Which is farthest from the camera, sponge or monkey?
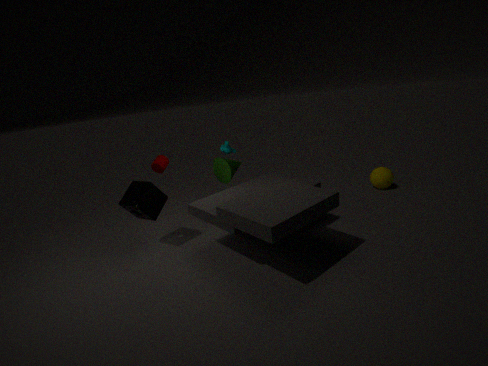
monkey
